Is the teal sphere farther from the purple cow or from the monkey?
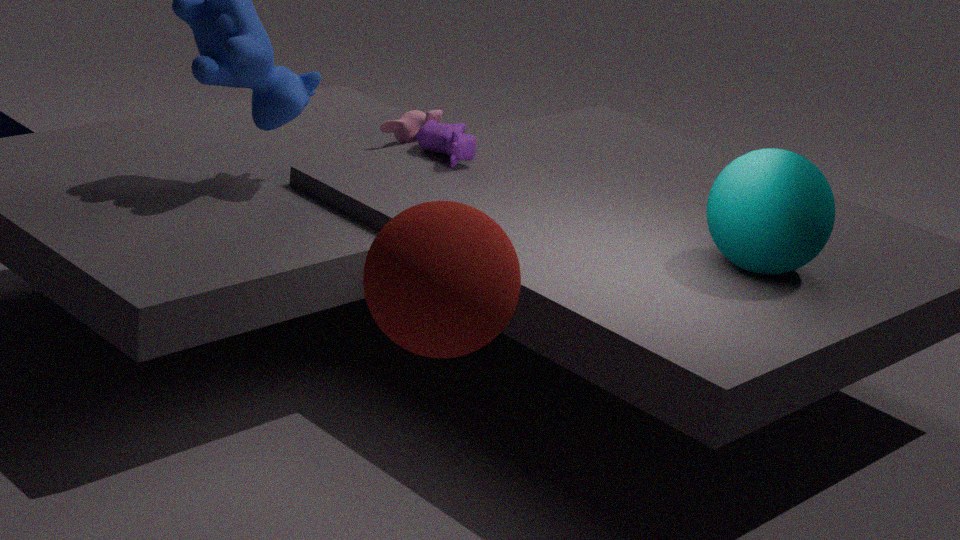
the monkey
